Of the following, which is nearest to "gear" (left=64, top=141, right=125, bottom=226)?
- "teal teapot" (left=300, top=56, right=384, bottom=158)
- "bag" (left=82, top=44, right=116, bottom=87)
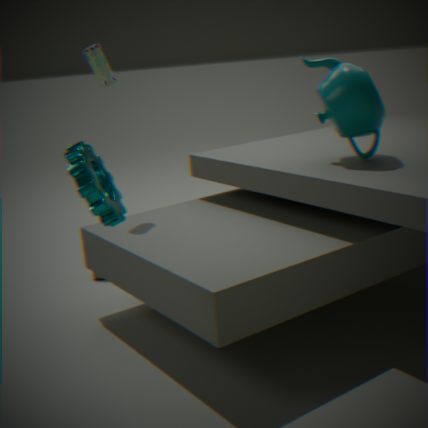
"bag" (left=82, top=44, right=116, bottom=87)
